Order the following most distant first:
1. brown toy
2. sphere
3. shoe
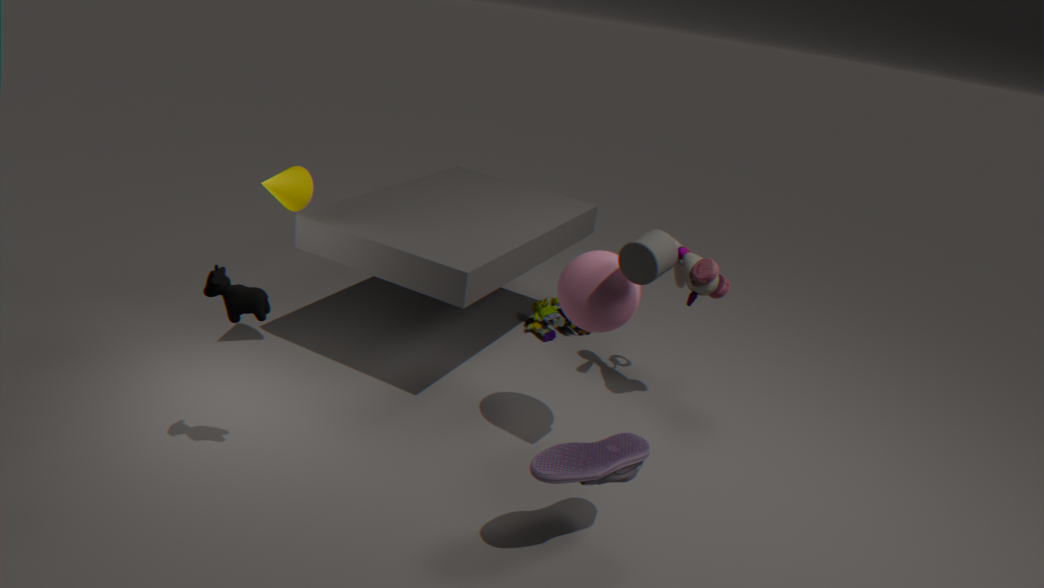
1. brown toy
2. sphere
3. shoe
